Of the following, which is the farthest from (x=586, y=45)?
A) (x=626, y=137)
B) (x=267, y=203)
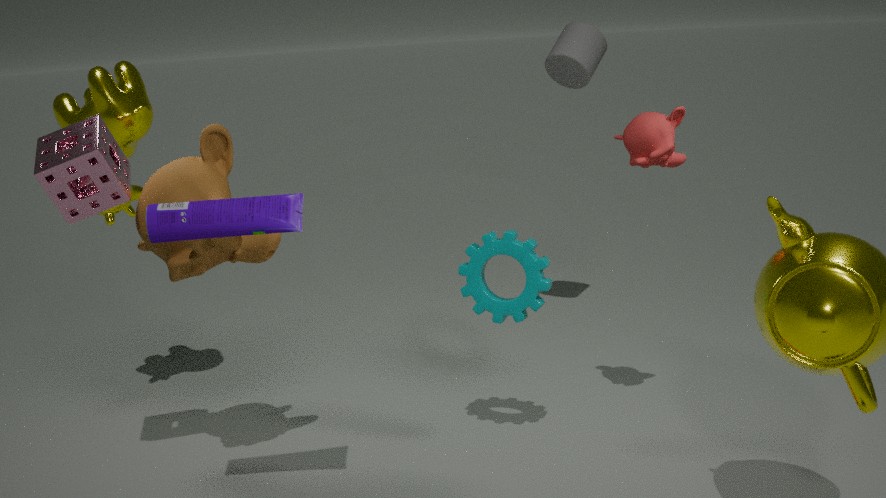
(x=267, y=203)
